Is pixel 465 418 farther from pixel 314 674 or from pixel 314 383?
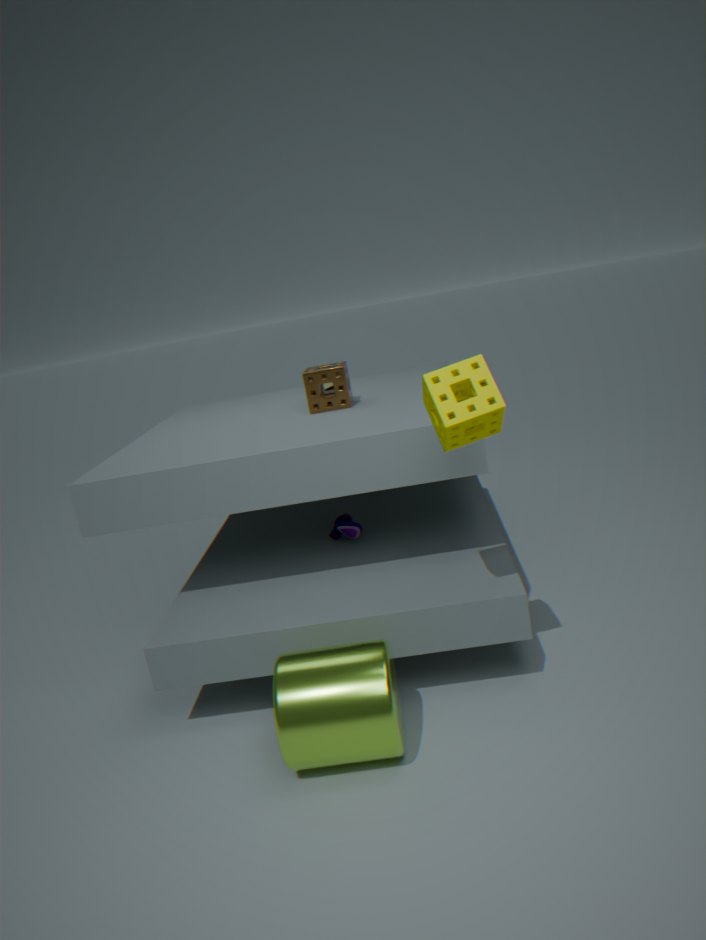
→ pixel 314 383
